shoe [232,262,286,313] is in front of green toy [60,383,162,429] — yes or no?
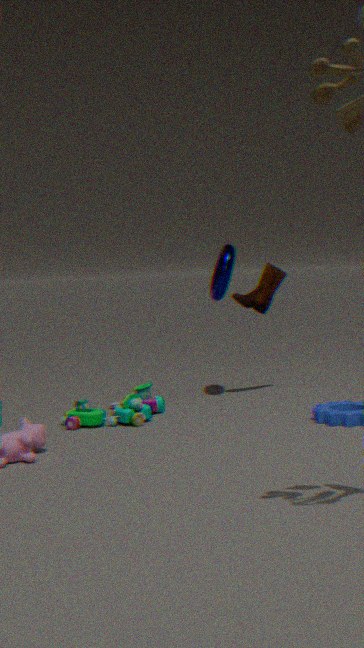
No
